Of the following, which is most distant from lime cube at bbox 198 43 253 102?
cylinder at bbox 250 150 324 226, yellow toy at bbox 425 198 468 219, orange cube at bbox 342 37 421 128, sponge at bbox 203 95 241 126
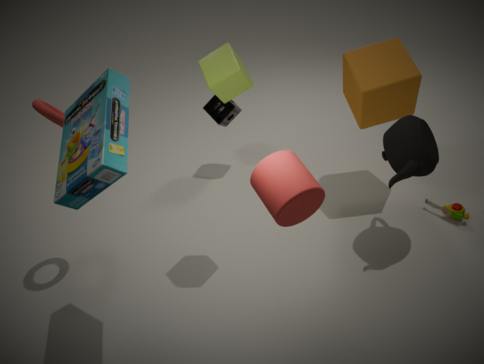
yellow toy at bbox 425 198 468 219
